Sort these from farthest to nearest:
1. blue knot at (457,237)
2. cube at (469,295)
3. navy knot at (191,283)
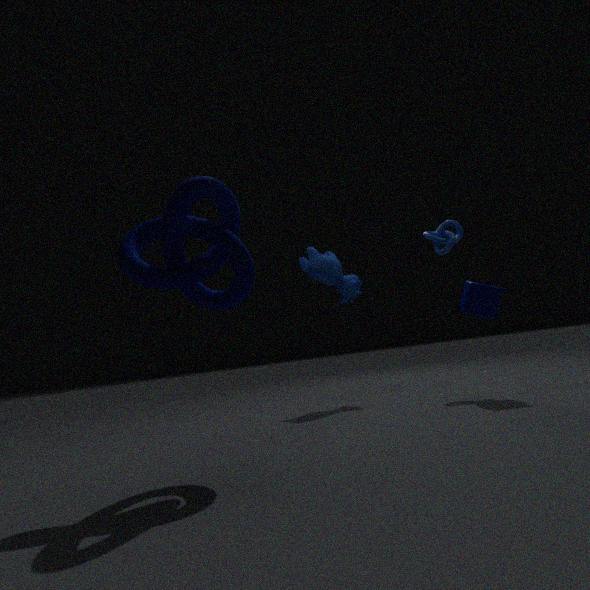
blue knot at (457,237) < cube at (469,295) < navy knot at (191,283)
